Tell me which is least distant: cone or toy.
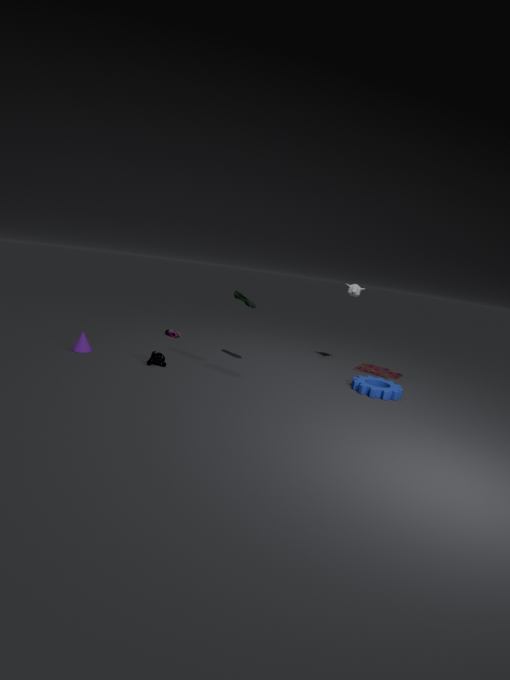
cone
